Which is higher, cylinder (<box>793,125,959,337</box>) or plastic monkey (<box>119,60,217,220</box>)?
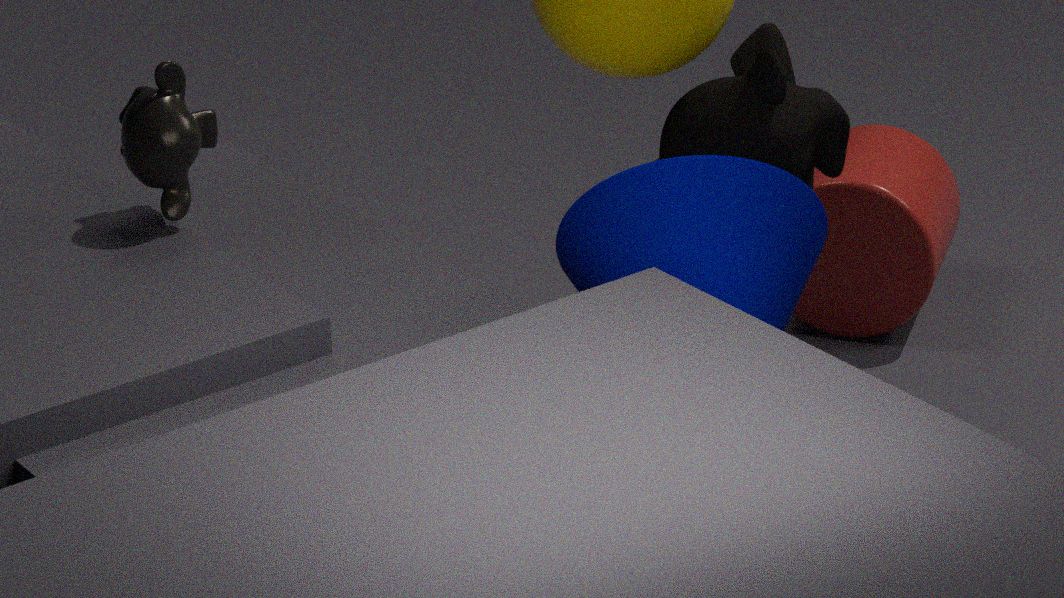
plastic monkey (<box>119,60,217,220</box>)
